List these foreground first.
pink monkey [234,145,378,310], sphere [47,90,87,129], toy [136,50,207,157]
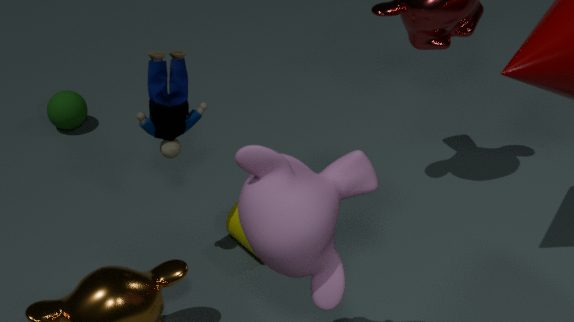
pink monkey [234,145,378,310] → toy [136,50,207,157] → sphere [47,90,87,129]
